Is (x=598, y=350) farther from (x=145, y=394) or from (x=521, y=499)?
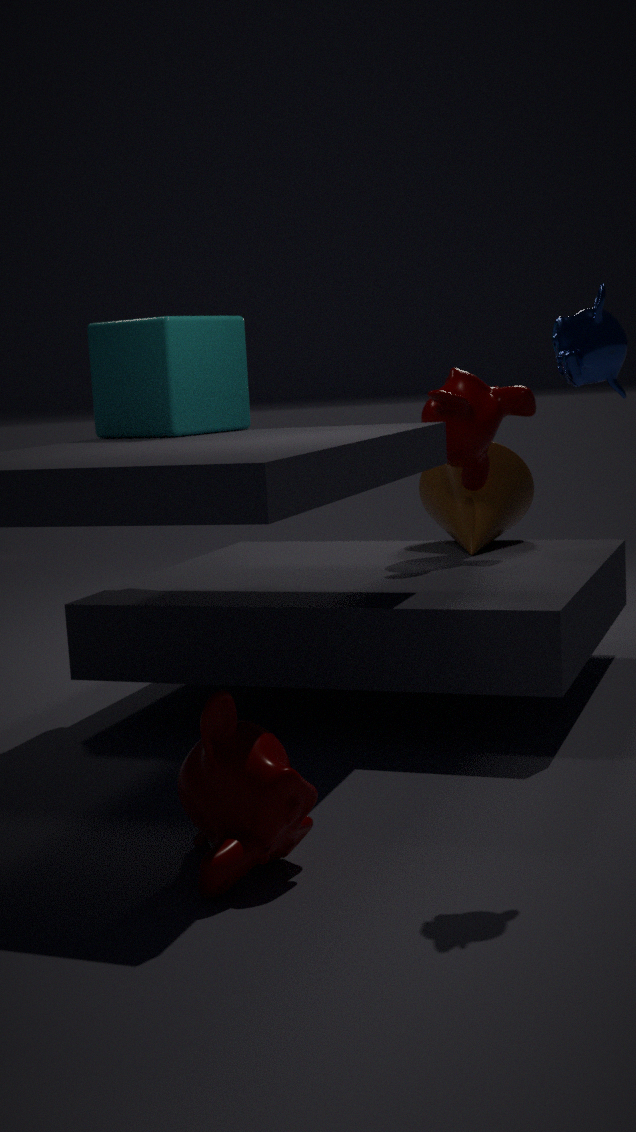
(x=521, y=499)
